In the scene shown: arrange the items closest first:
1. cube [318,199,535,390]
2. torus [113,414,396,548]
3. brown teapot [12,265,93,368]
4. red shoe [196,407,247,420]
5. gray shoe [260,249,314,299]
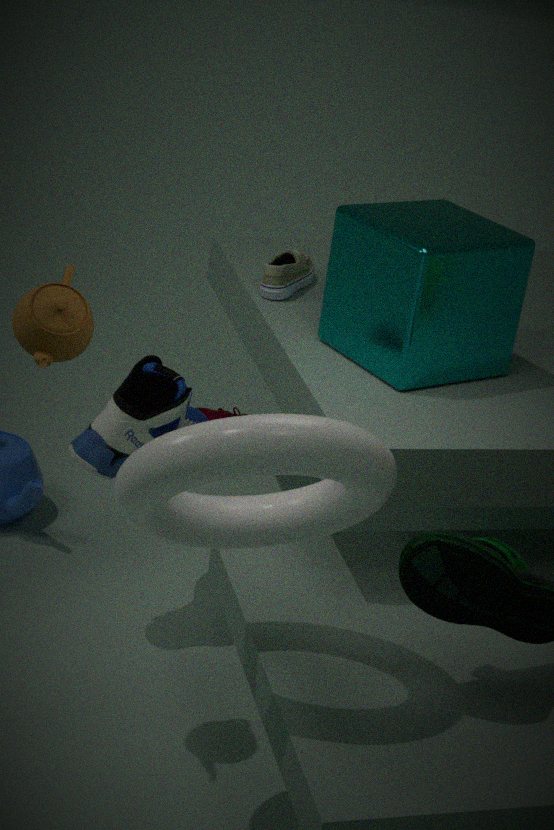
torus [113,414,396,548], brown teapot [12,265,93,368], cube [318,199,535,390], gray shoe [260,249,314,299], red shoe [196,407,247,420]
